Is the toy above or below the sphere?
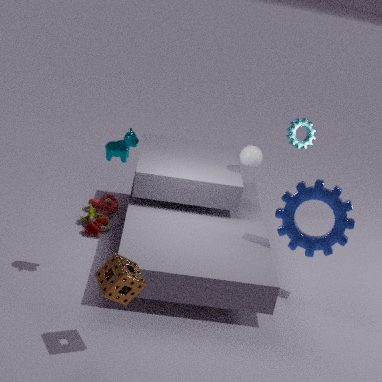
below
